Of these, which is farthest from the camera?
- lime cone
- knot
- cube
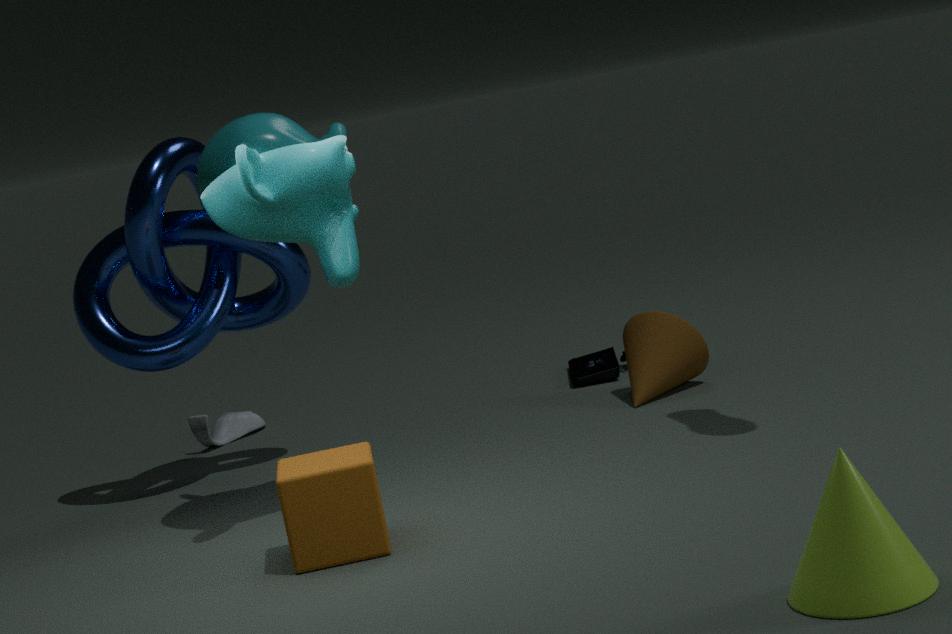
knot
